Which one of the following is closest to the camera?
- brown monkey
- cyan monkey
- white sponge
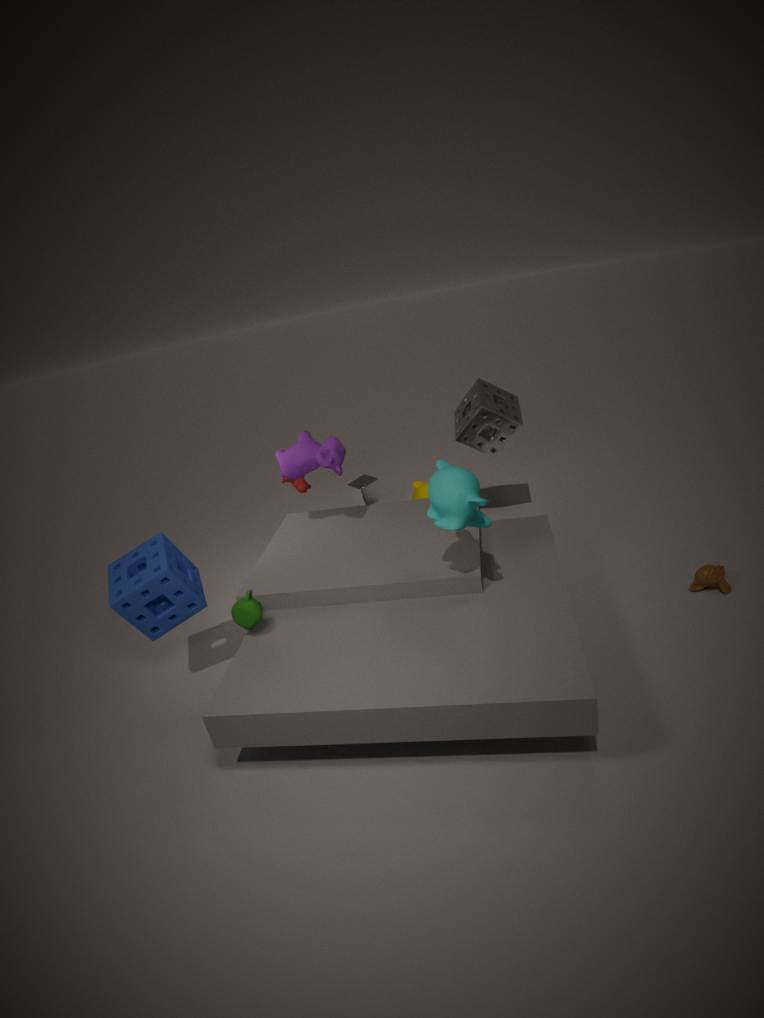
cyan monkey
